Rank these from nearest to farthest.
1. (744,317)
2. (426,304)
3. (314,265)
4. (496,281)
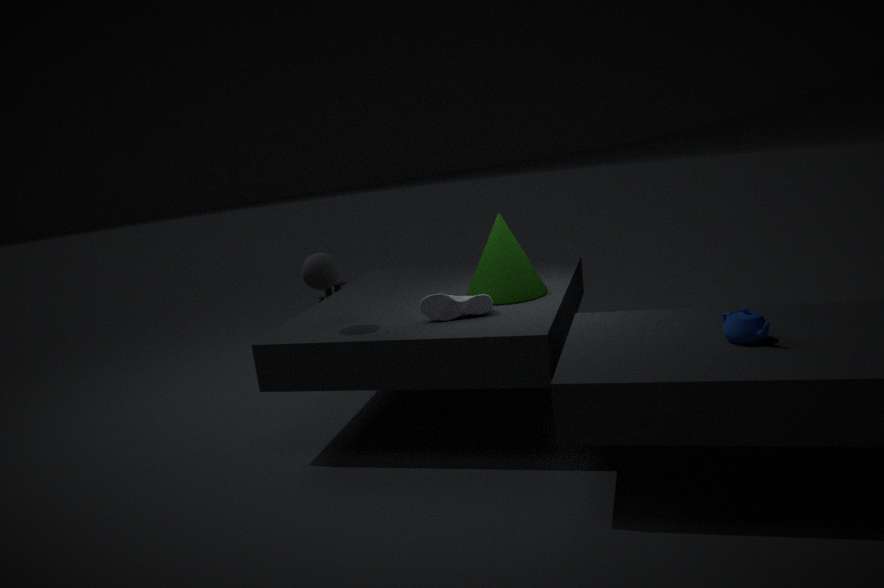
(744,317) → (314,265) → (426,304) → (496,281)
